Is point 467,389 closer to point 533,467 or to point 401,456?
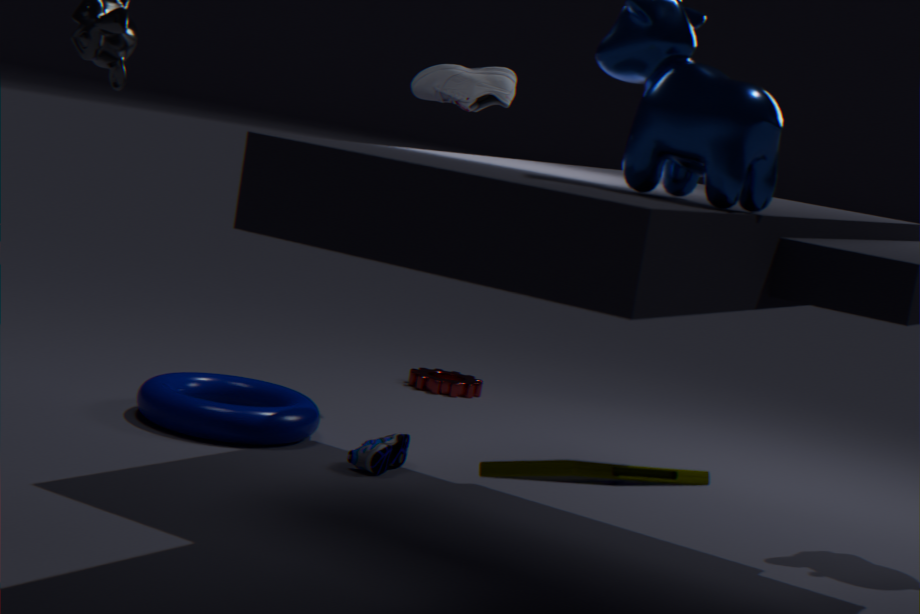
point 401,456
